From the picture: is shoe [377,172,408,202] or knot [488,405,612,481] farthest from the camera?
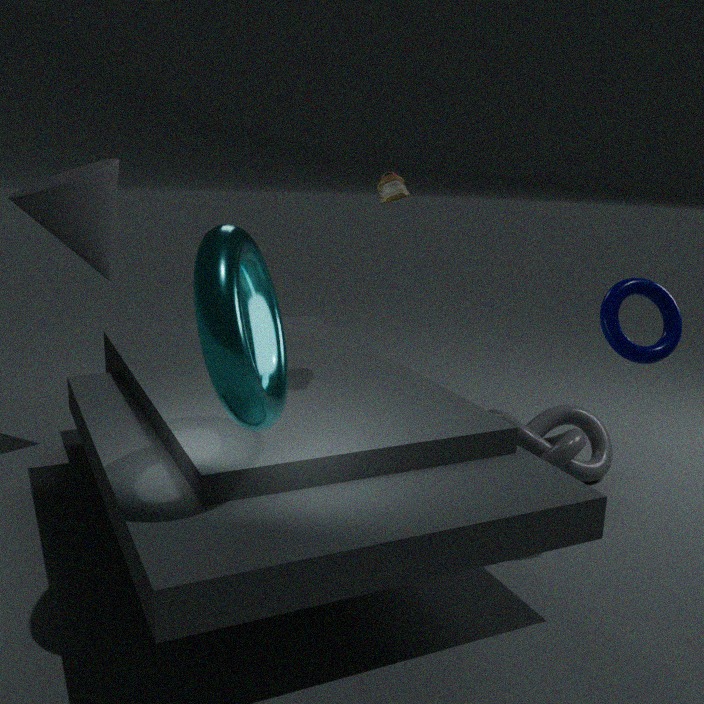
knot [488,405,612,481]
